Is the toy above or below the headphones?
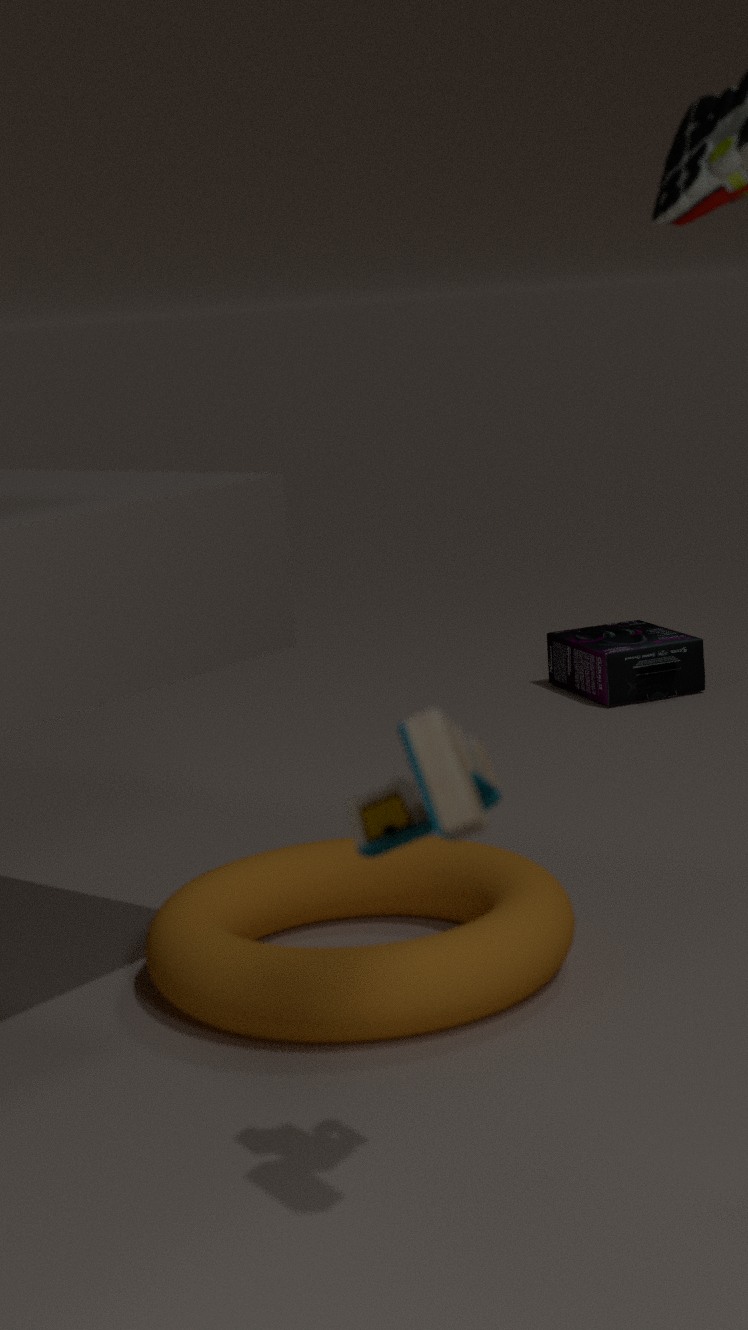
above
